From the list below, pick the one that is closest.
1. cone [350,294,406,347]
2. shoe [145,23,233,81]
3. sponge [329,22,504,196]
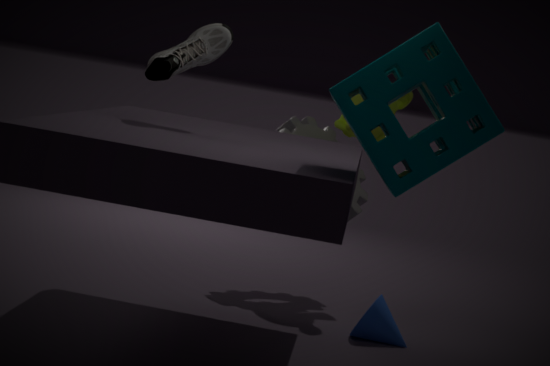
sponge [329,22,504,196]
